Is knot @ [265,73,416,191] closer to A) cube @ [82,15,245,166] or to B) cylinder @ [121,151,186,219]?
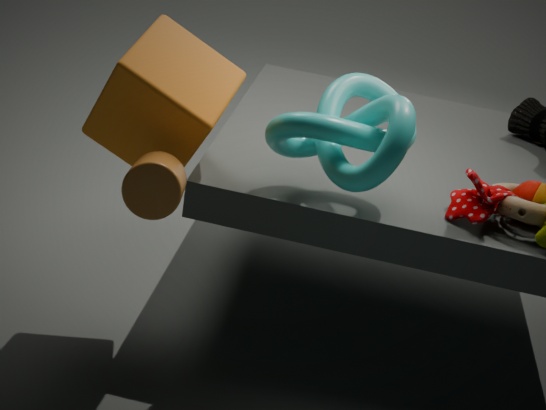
A) cube @ [82,15,245,166]
